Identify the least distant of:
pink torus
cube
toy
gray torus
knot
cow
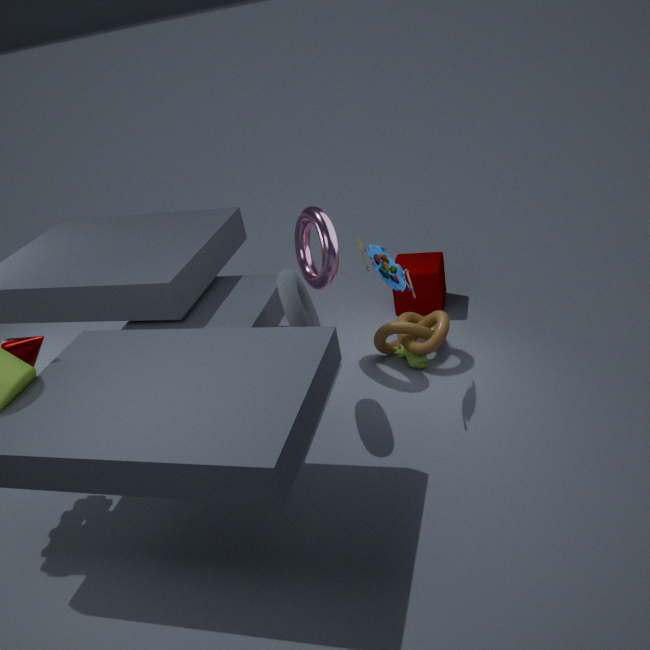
gray torus
